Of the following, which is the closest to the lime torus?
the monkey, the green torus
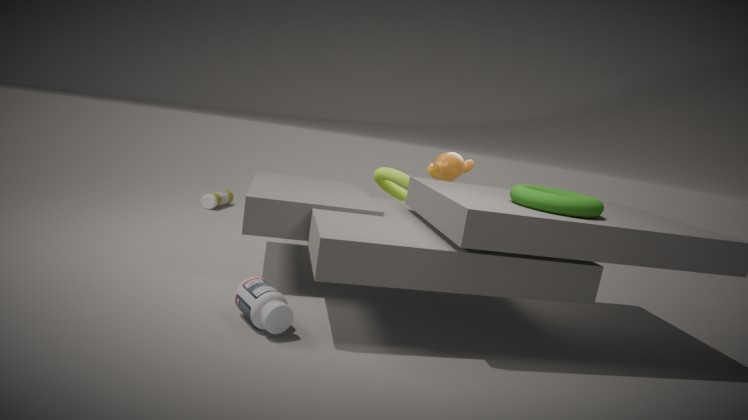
the monkey
